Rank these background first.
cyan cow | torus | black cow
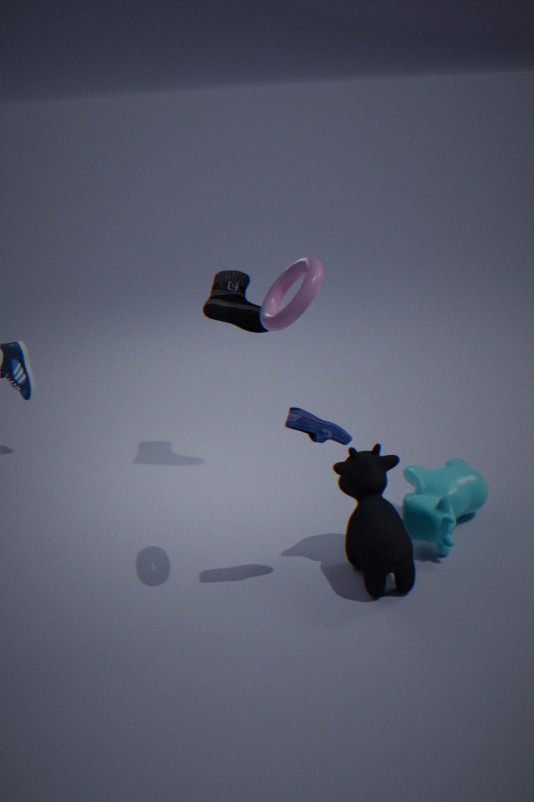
cyan cow
black cow
torus
